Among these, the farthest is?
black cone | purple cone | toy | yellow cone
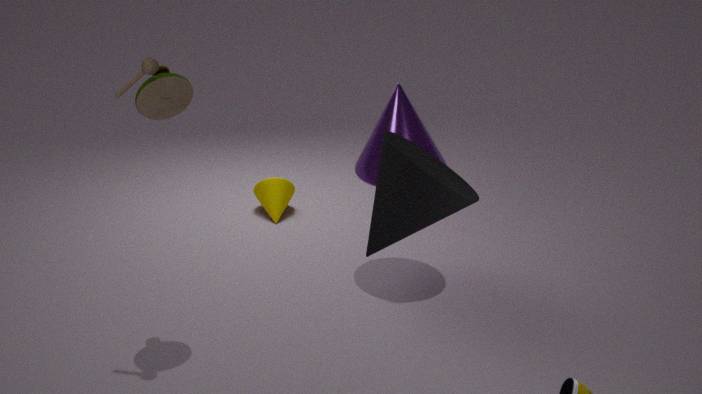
yellow cone
